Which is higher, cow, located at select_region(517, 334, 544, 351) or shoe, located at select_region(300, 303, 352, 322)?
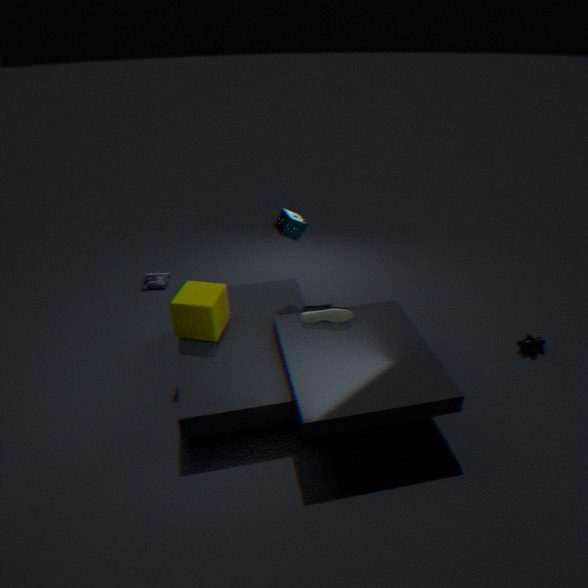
shoe, located at select_region(300, 303, 352, 322)
